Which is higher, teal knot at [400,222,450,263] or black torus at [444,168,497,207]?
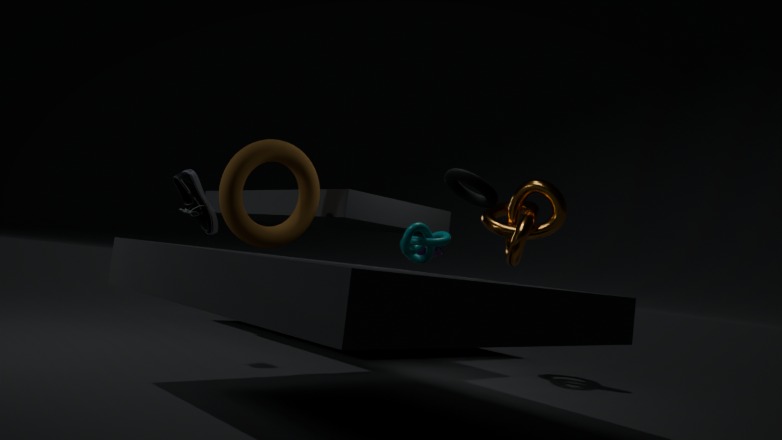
black torus at [444,168,497,207]
